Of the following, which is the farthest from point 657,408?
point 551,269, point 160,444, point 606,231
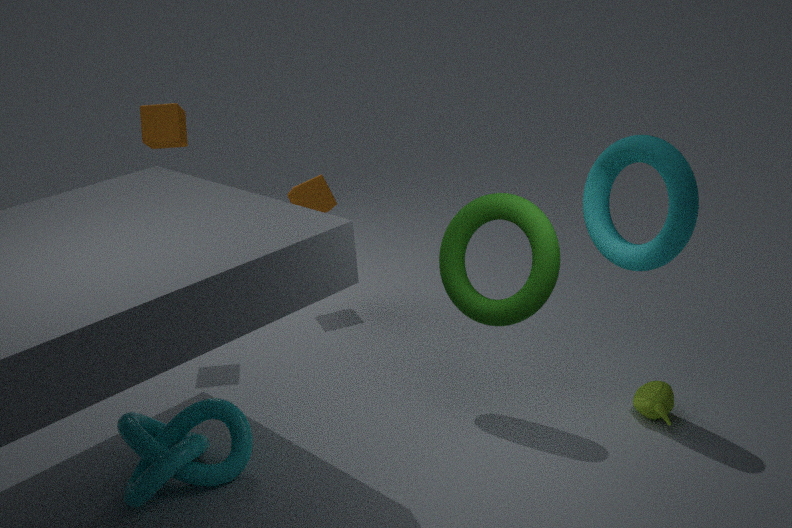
point 160,444
